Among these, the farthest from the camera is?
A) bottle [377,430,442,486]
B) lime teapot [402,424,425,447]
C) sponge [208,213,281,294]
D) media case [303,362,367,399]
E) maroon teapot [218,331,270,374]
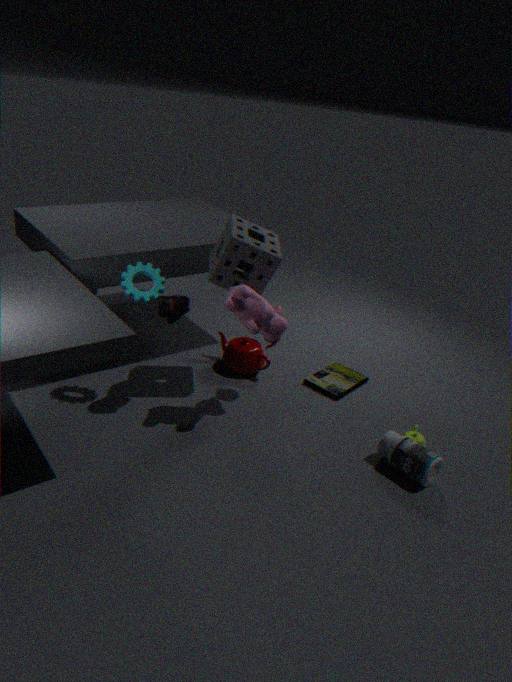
maroon teapot [218,331,270,374]
